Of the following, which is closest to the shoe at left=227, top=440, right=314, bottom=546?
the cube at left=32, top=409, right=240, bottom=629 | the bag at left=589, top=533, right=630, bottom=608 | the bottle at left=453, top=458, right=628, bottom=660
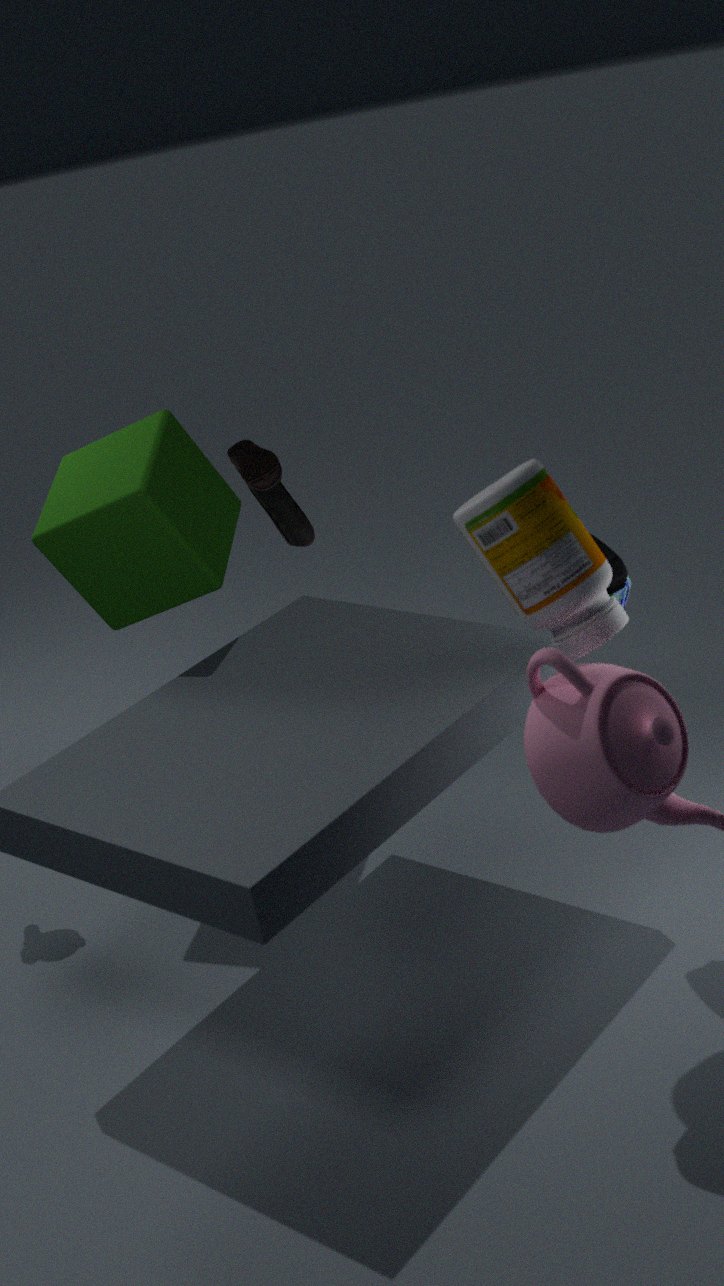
the cube at left=32, top=409, right=240, bottom=629
